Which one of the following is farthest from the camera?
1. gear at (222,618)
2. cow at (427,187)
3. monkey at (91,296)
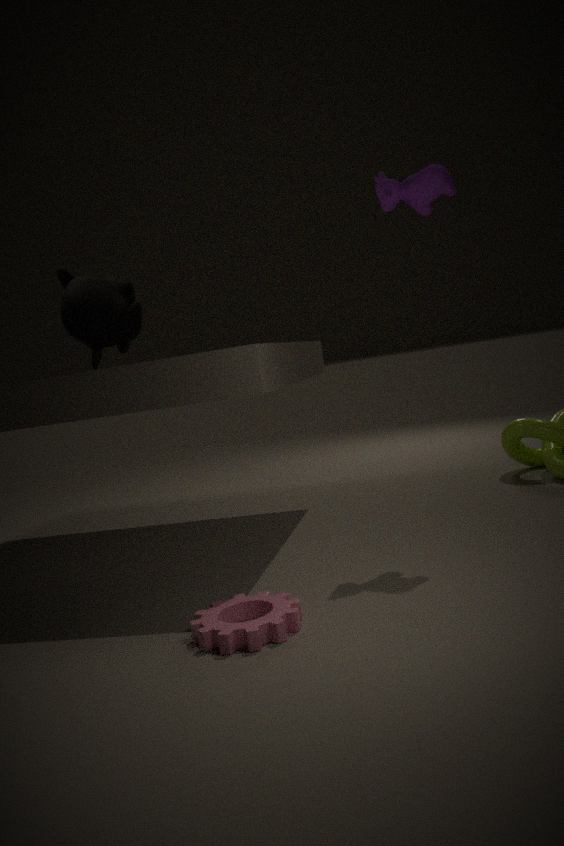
monkey at (91,296)
